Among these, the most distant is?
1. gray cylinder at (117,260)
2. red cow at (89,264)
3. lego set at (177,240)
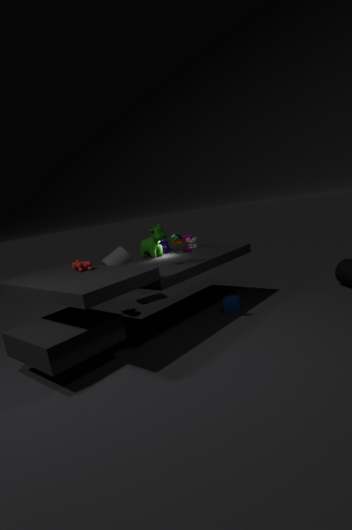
gray cylinder at (117,260)
